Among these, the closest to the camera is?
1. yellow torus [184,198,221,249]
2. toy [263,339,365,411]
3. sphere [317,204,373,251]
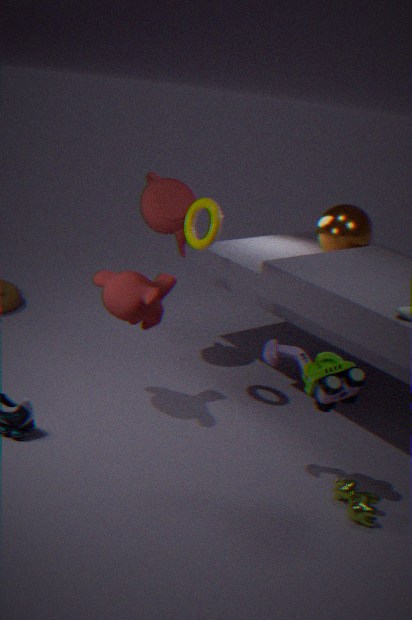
toy [263,339,365,411]
